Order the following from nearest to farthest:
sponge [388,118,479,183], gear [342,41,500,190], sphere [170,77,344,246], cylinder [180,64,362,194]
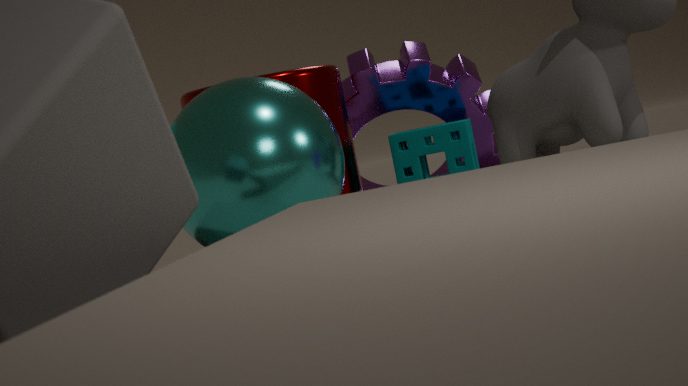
sphere [170,77,344,246] < cylinder [180,64,362,194] < sponge [388,118,479,183] < gear [342,41,500,190]
